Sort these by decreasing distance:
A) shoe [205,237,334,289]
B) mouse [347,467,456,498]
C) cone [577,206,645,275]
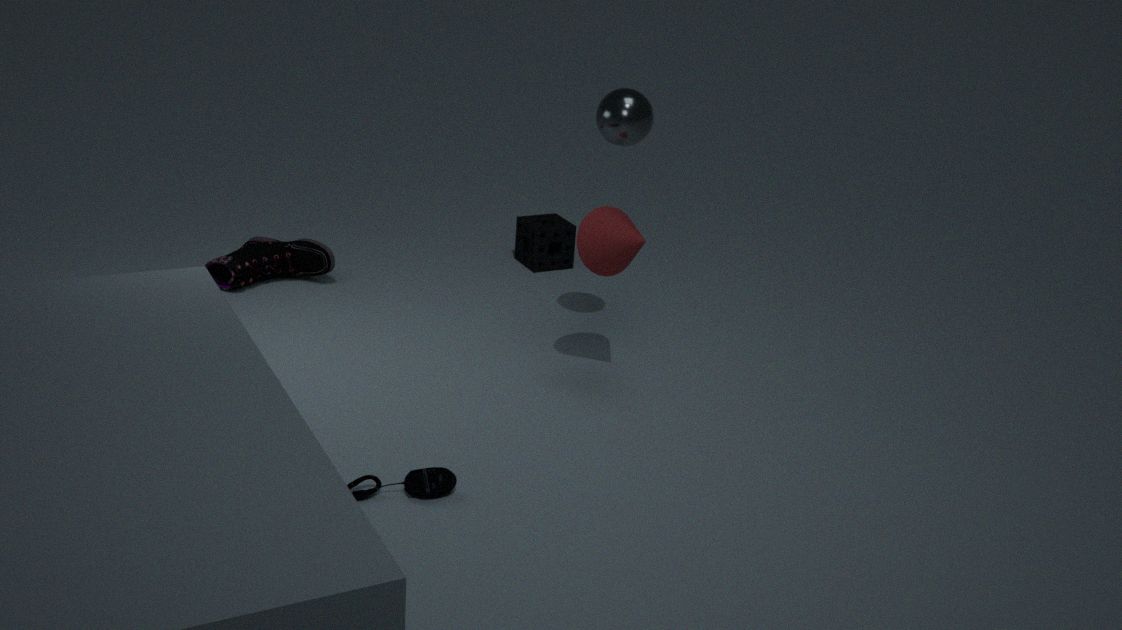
shoe [205,237,334,289], cone [577,206,645,275], mouse [347,467,456,498]
